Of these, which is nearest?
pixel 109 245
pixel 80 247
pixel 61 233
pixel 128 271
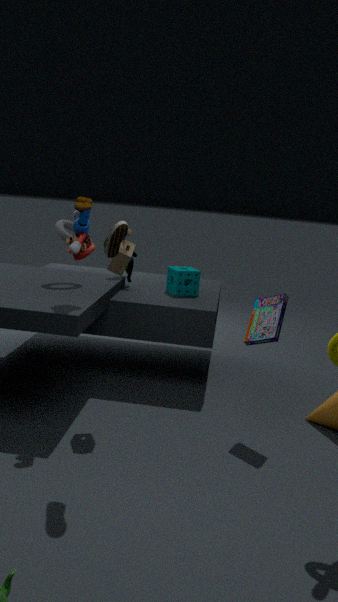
pixel 109 245
